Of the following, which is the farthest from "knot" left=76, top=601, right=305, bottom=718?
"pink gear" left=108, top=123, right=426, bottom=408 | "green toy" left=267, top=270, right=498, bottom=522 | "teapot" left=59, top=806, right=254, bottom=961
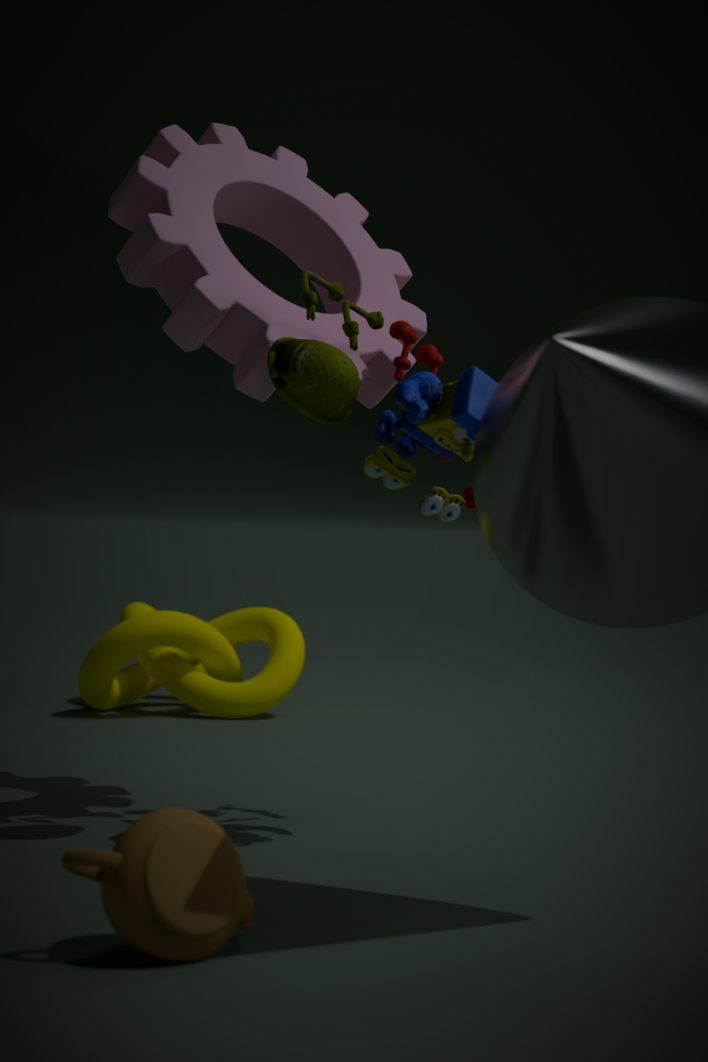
"teapot" left=59, top=806, right=254, bottom=961
